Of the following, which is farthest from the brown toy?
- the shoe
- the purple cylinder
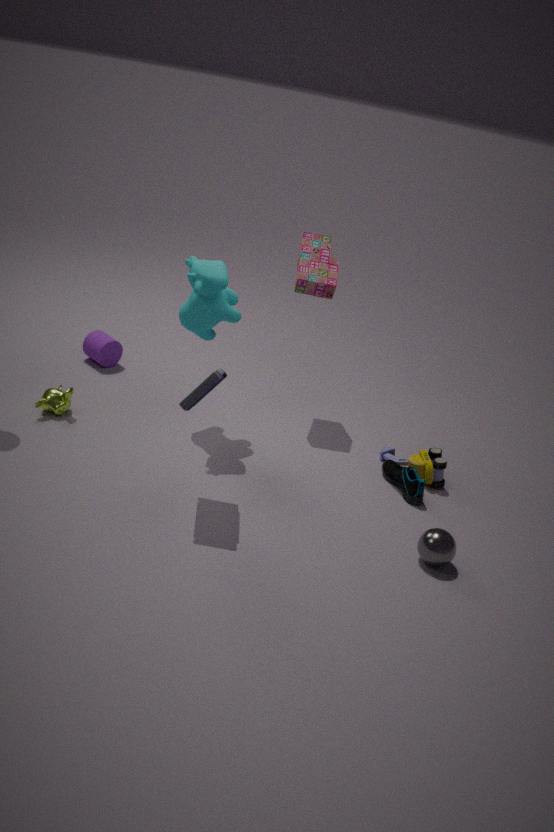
the purple cylinder
